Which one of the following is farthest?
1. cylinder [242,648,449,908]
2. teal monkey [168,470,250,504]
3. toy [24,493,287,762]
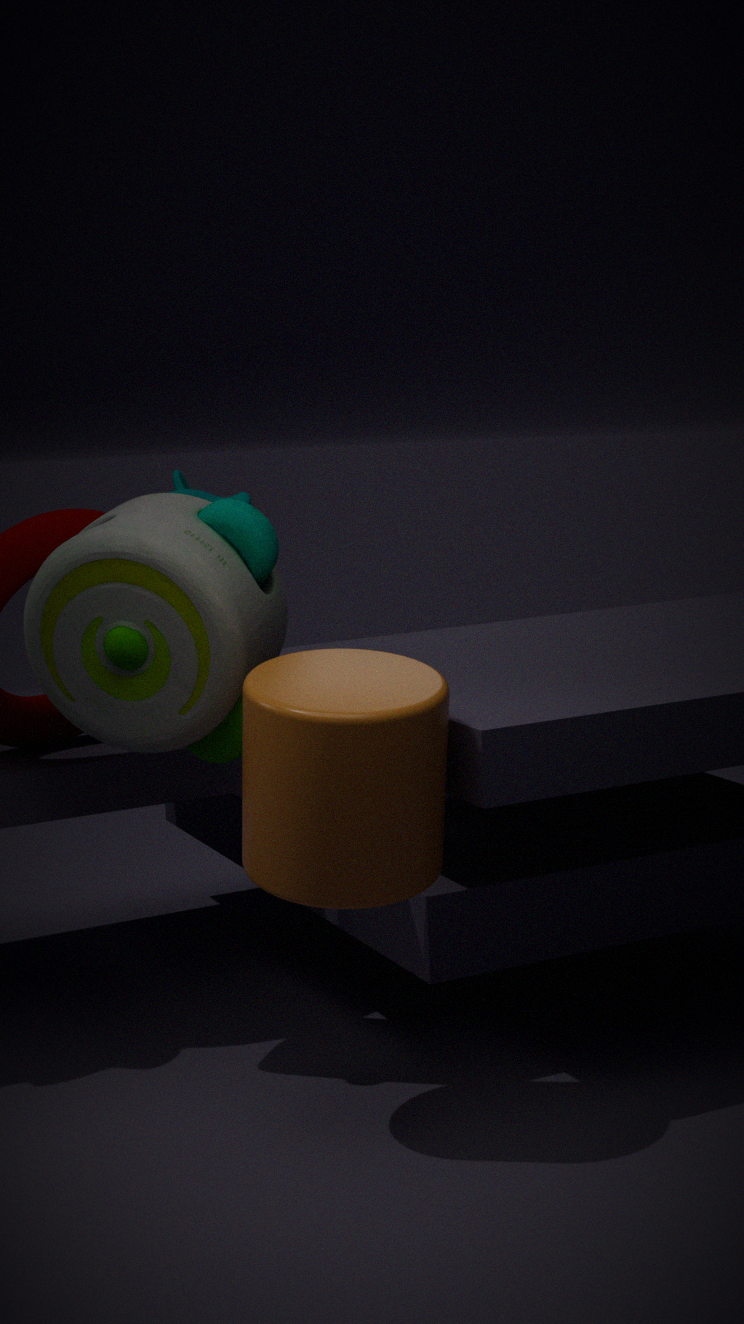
teal monkey [168,470,250,504]
